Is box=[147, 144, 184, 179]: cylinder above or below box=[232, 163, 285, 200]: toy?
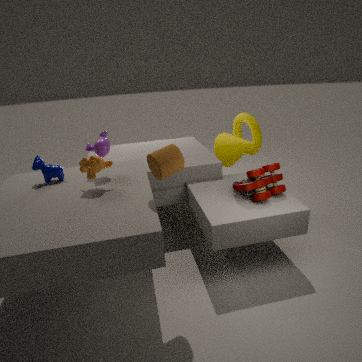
above
